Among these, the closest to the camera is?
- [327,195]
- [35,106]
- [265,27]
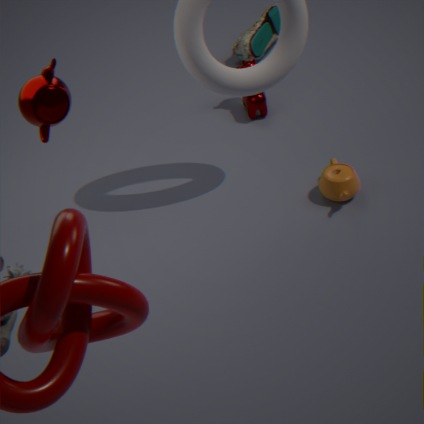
[35,106]
